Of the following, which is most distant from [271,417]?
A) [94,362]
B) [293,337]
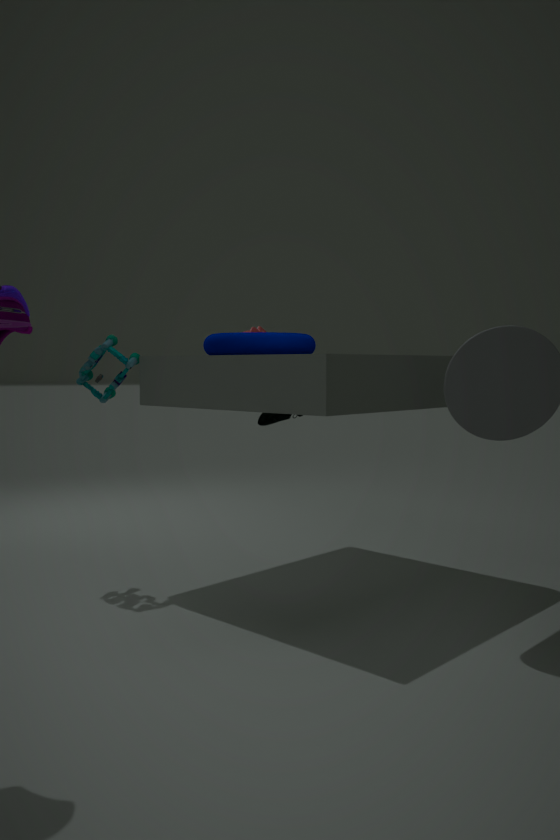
[94,362]
